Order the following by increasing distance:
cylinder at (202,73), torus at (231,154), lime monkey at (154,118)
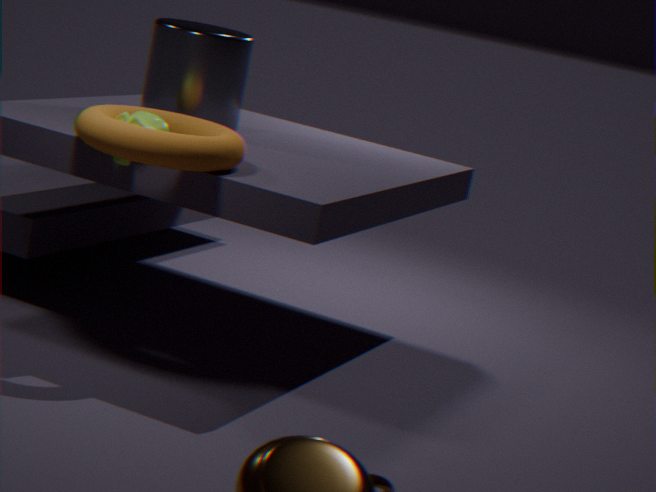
1. torus at (231,154)
2. lime monkey at (154,118)
3. cylinder at (202,73)
